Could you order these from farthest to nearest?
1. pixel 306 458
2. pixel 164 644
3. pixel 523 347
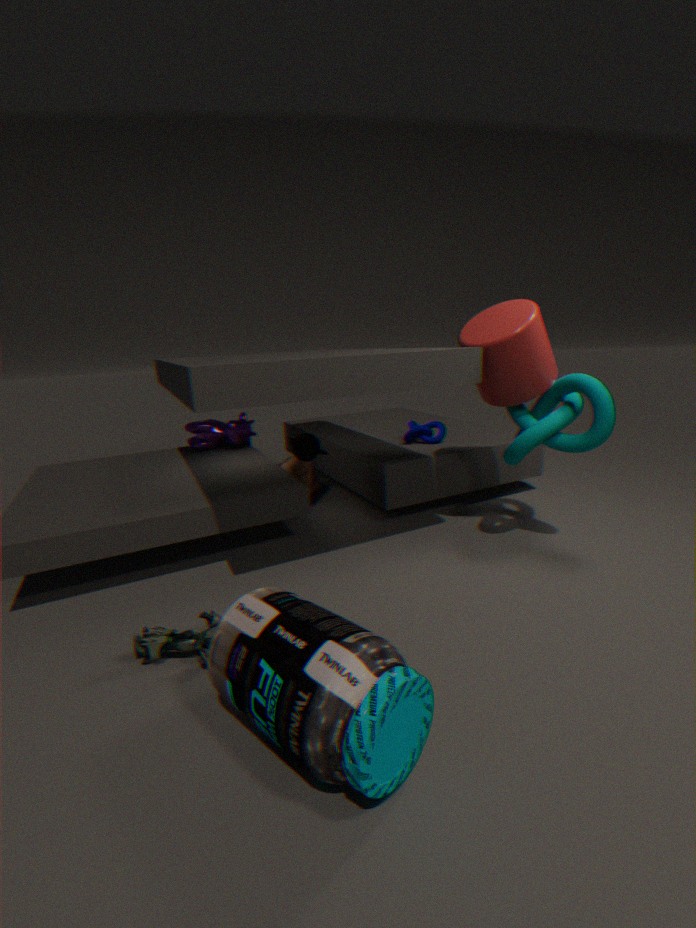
pixel 306 458
pixel 523 347
pixel 164 644
